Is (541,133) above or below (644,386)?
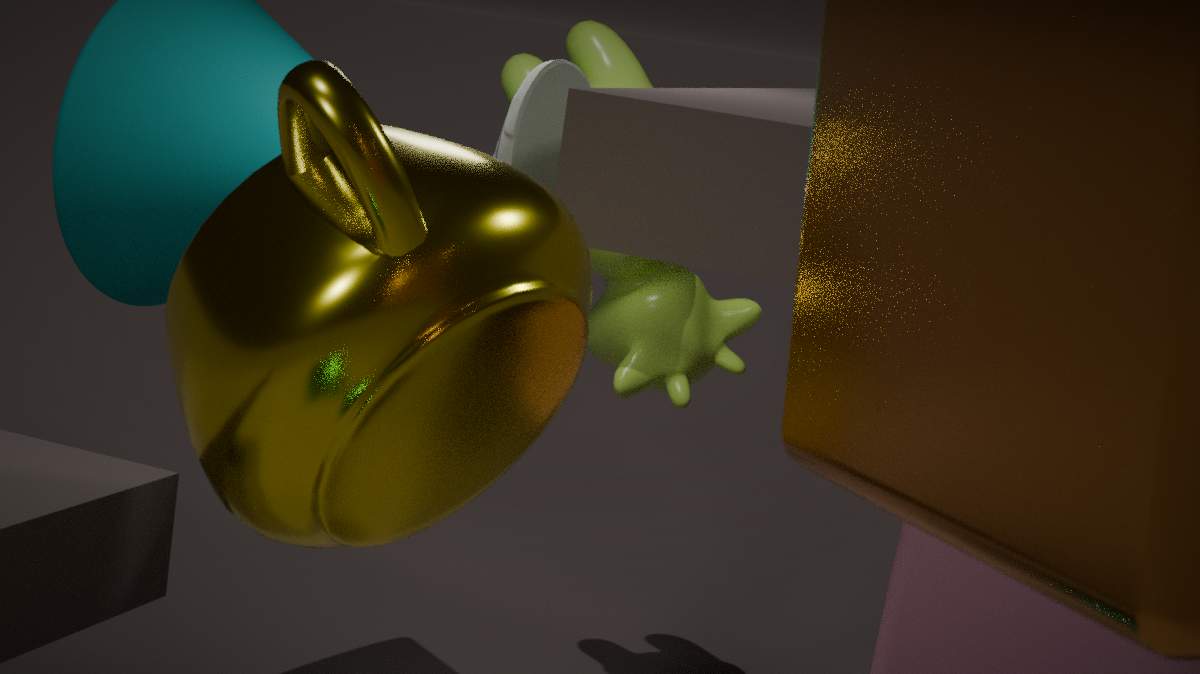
above
